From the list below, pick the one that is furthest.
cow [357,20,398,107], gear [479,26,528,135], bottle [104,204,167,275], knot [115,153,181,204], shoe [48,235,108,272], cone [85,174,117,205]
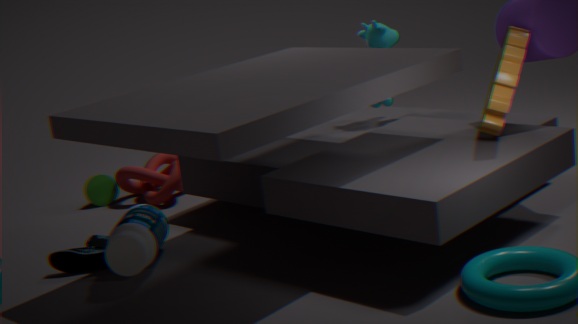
cone [85,174,117,205]
